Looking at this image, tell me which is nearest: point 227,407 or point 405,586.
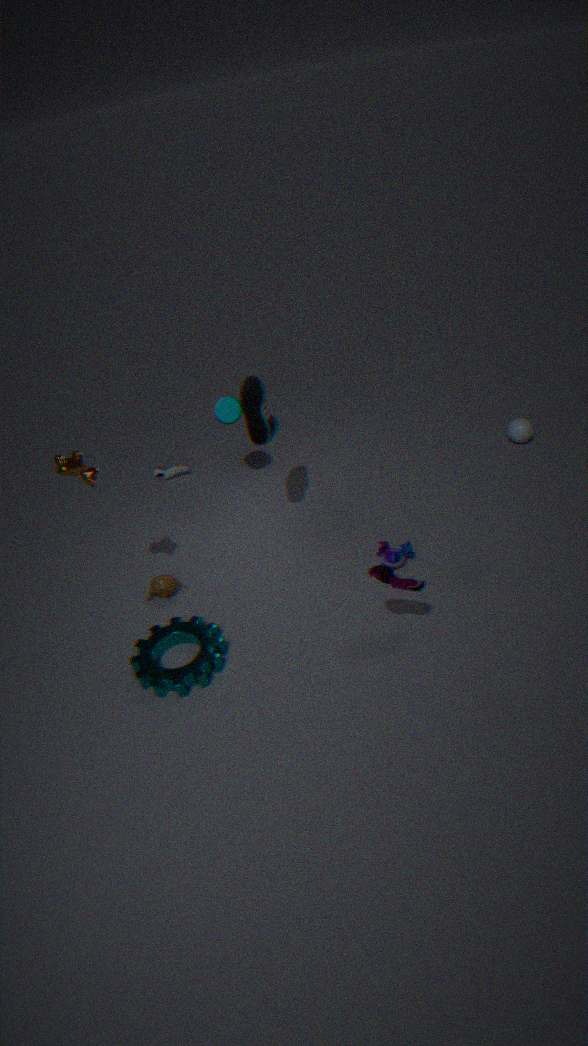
point 405,586
